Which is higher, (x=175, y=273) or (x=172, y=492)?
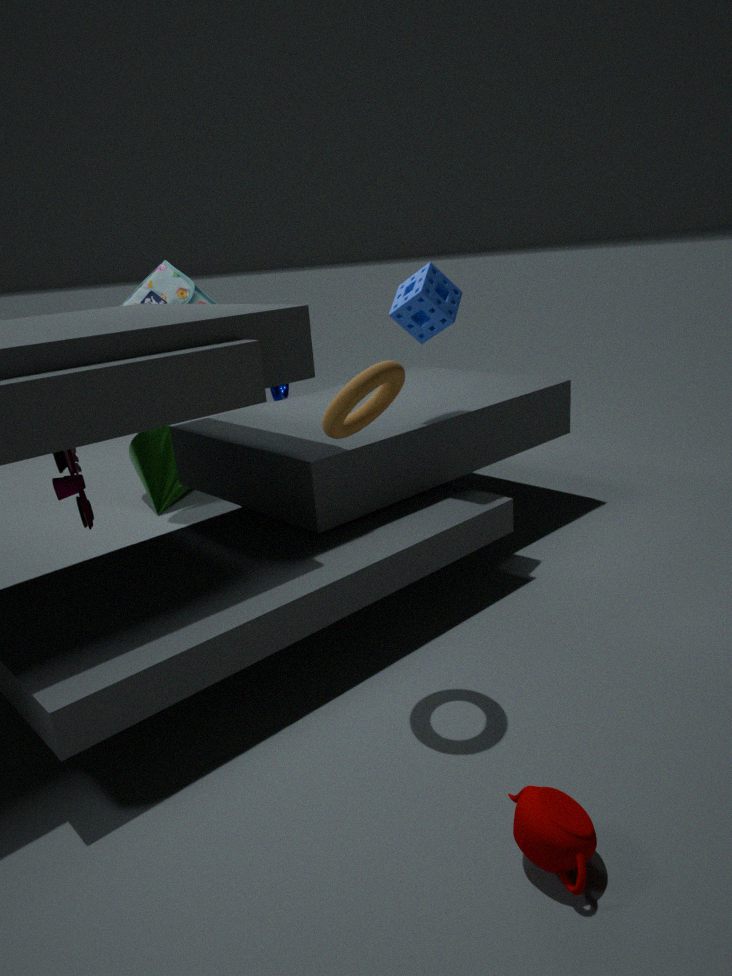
(x=175, y=273)
